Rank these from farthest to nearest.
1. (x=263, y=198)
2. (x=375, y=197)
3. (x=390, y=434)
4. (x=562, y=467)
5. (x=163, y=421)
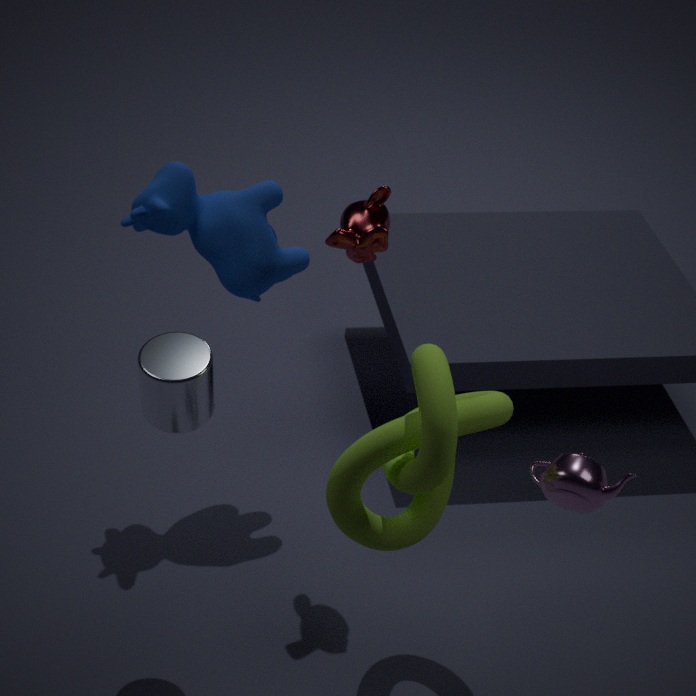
1. (x=263, y=198)
2. (x=375, y=197)
3. (x=163, y=421)
4. (x=562, y=467)
5. (x=390, y=434)
